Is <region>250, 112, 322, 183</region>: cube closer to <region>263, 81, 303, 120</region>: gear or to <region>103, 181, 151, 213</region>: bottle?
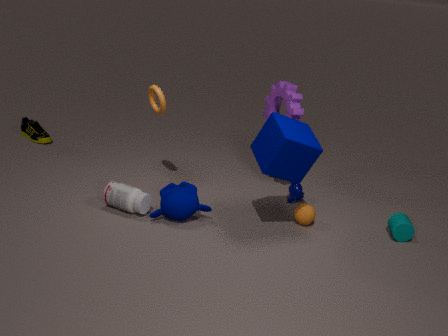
<region>263, 81, 303, 120</region>: gear
